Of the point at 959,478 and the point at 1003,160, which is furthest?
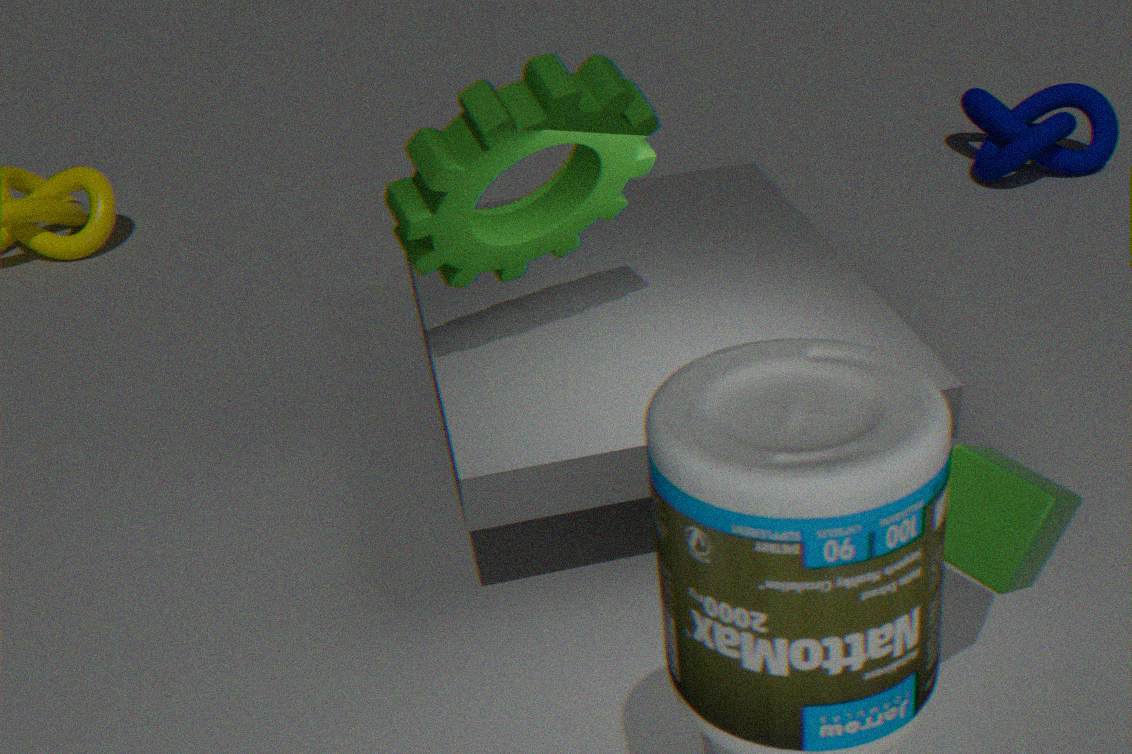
the point at 1003,160
